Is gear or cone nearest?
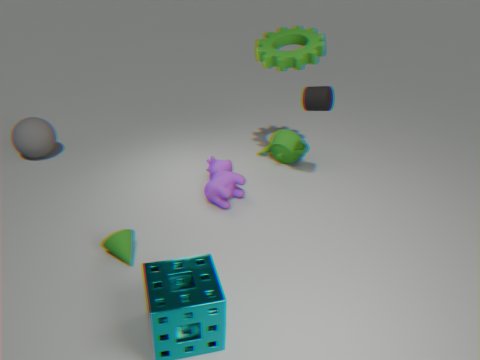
cone
